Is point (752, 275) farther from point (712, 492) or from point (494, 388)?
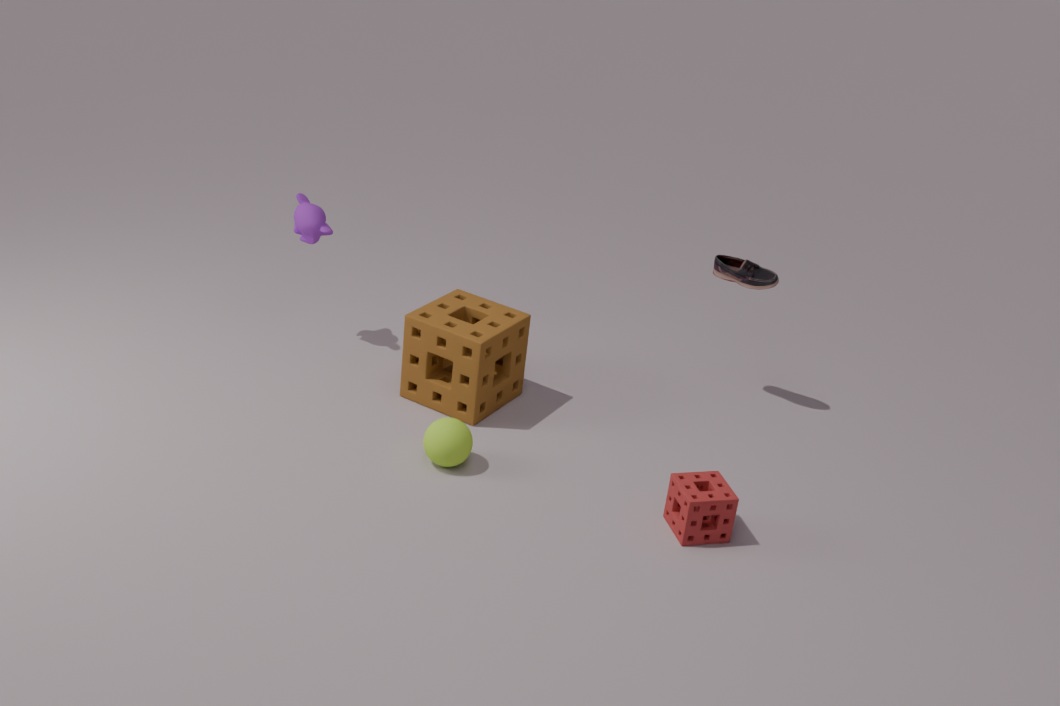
point (494, 388)
